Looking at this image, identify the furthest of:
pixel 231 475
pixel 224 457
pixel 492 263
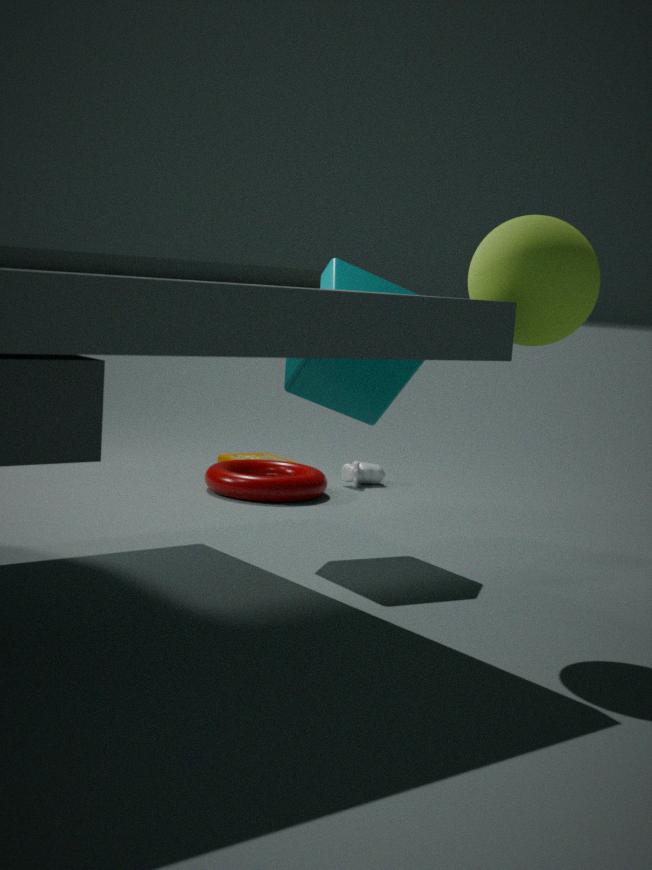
pixel 224 457
